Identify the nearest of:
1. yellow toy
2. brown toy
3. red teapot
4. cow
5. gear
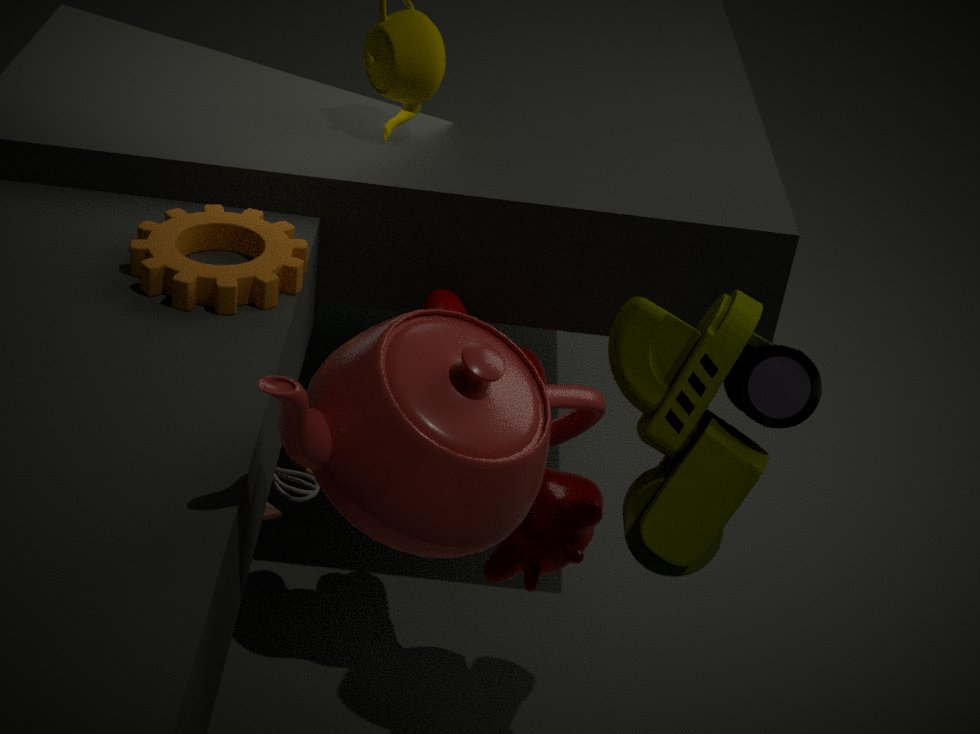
red teapot
